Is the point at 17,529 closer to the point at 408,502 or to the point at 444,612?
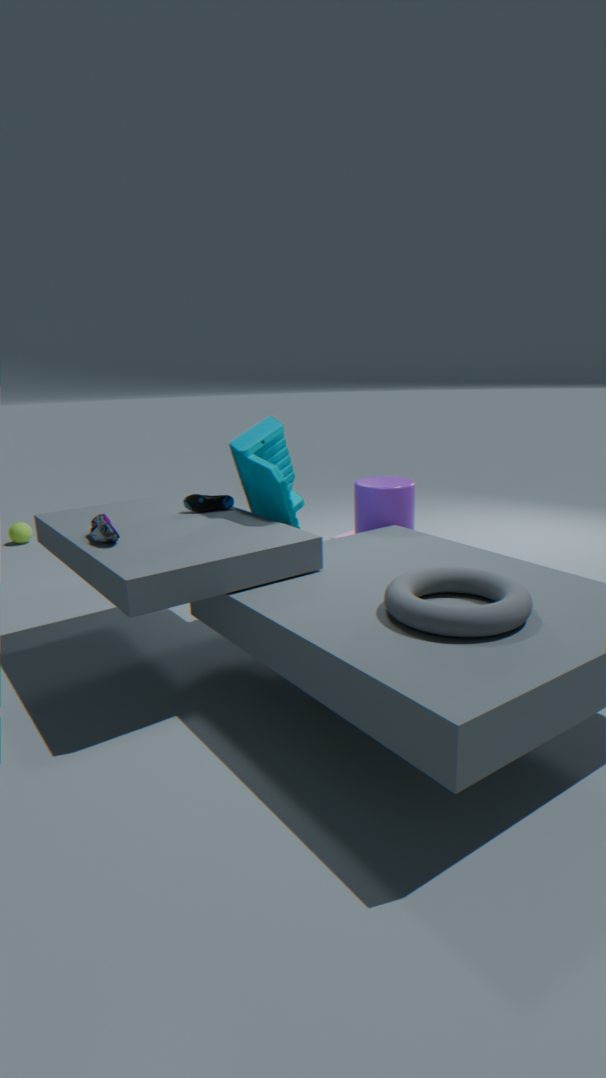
the point at 408,502
